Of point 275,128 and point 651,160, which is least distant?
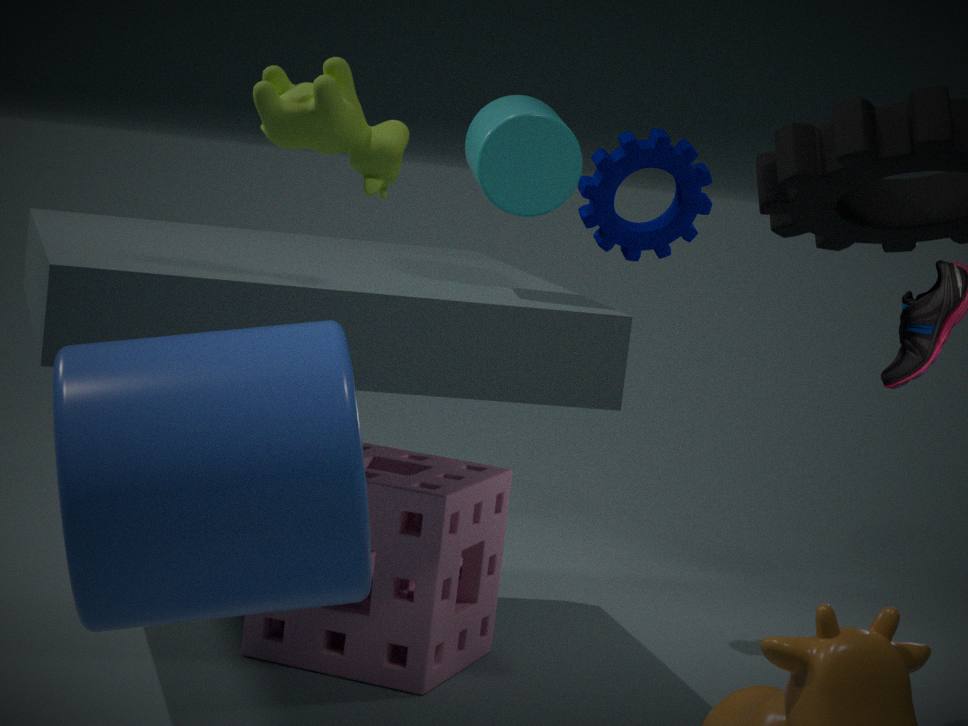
point 275,128
